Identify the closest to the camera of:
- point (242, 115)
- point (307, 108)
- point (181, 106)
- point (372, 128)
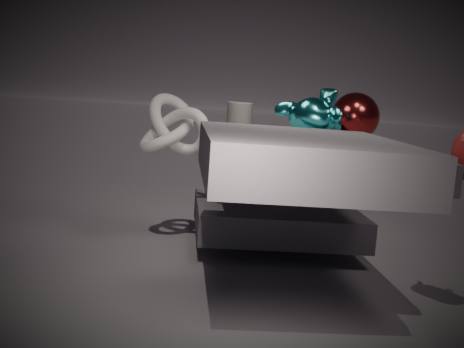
point (307, 108)
